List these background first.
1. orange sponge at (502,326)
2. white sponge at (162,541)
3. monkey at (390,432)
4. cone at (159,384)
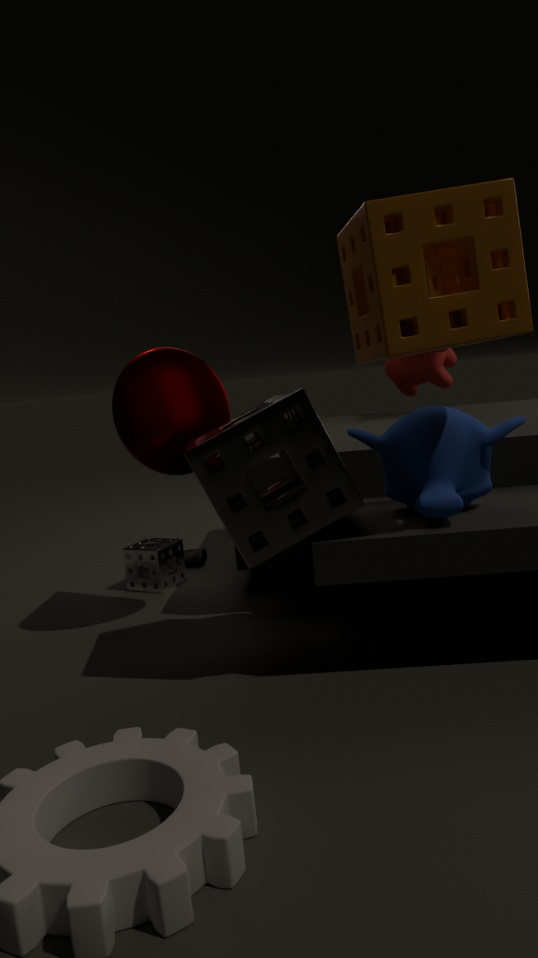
white sponge at (162,541) < cone at (159,384) < monkey at (390,432) < orange sponge at (502,326)
